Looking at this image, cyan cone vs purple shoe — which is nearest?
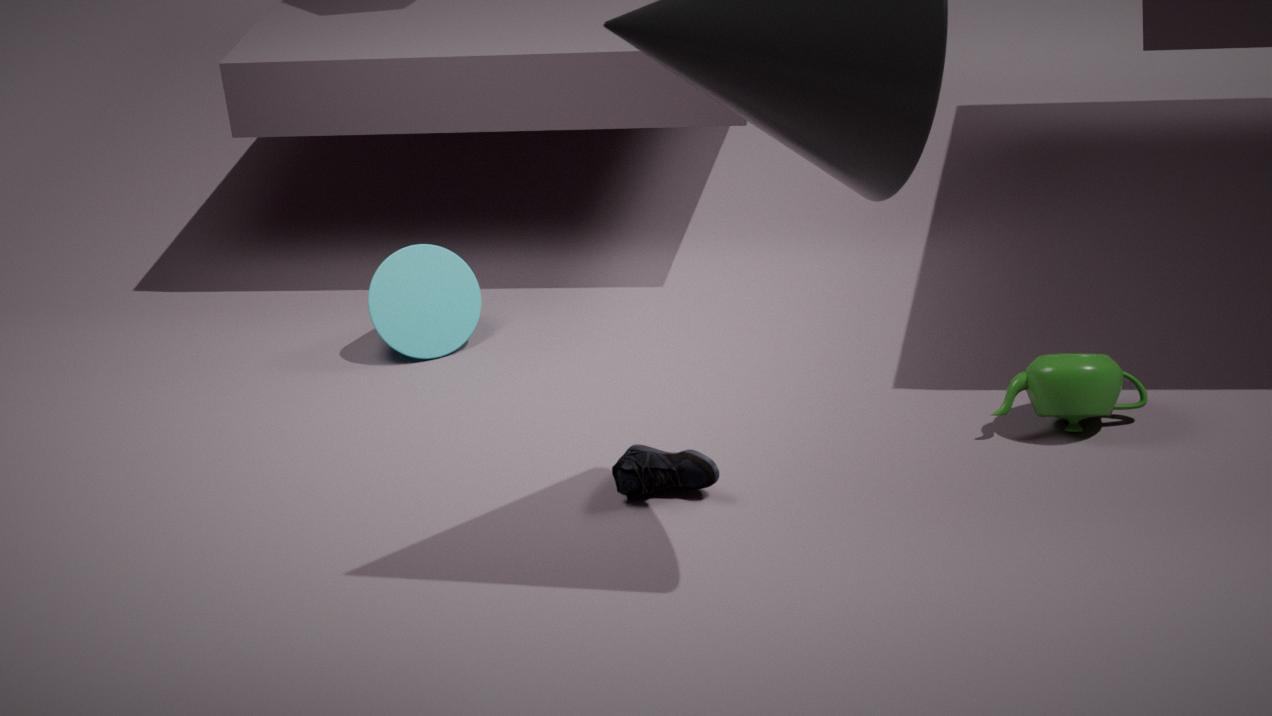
purple shoe
